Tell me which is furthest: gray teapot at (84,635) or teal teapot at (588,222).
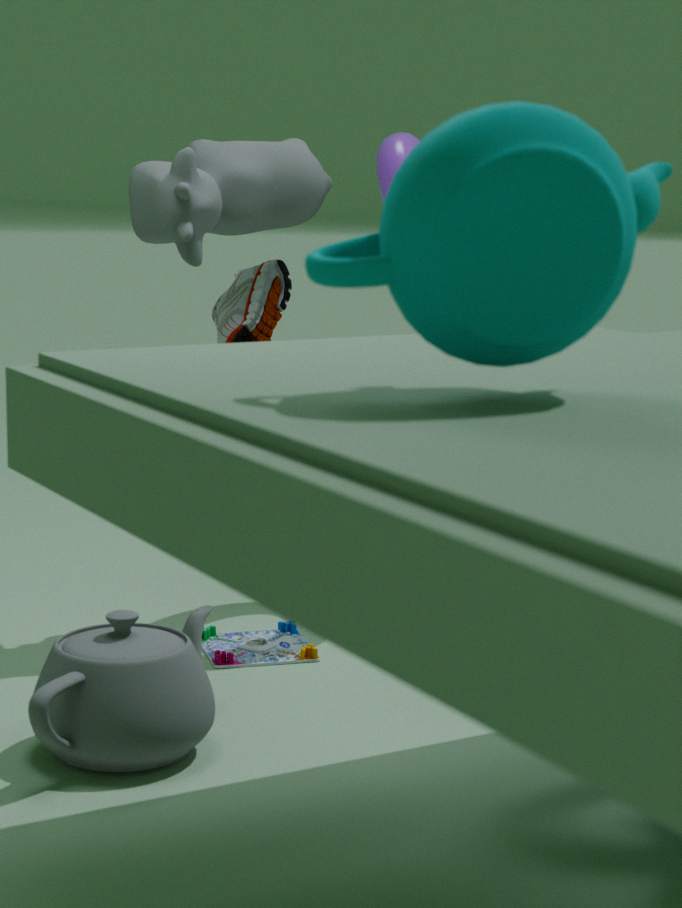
gray teapot at (84,635)
